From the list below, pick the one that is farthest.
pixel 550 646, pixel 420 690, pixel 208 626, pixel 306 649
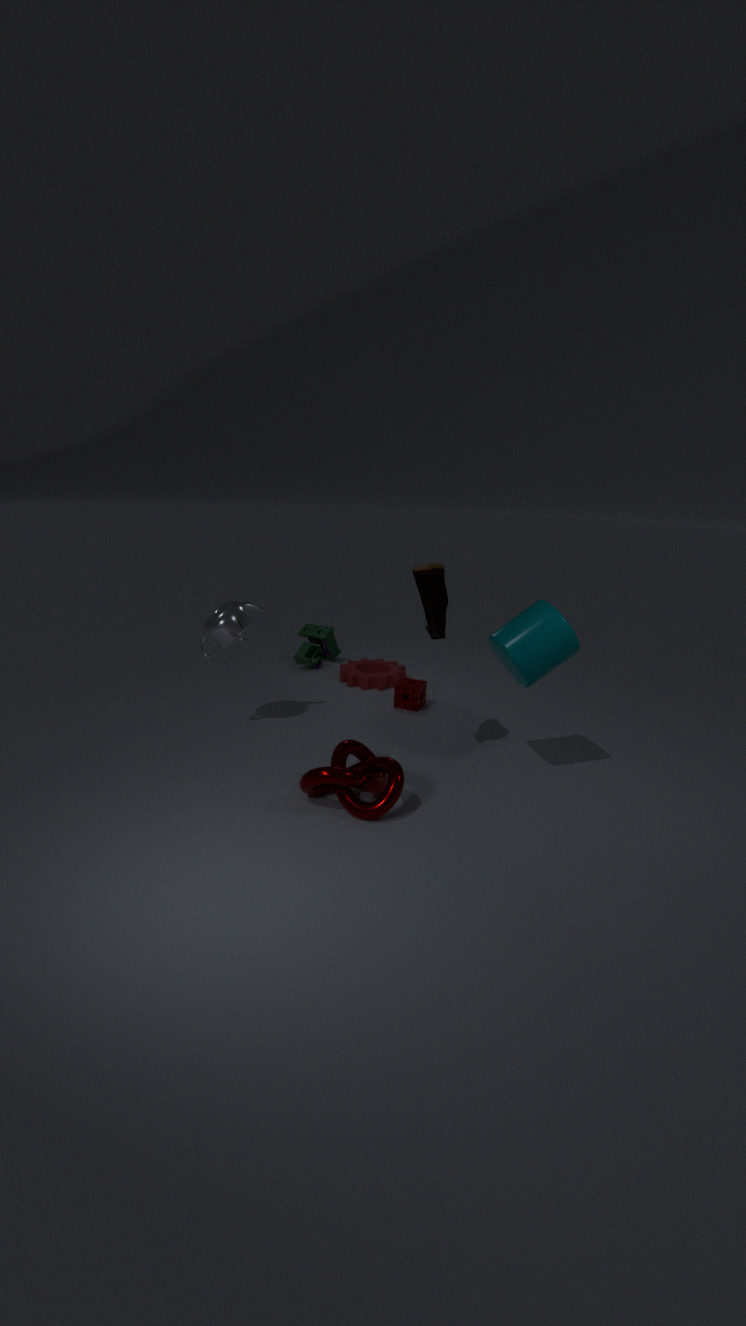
pixel 306 649
